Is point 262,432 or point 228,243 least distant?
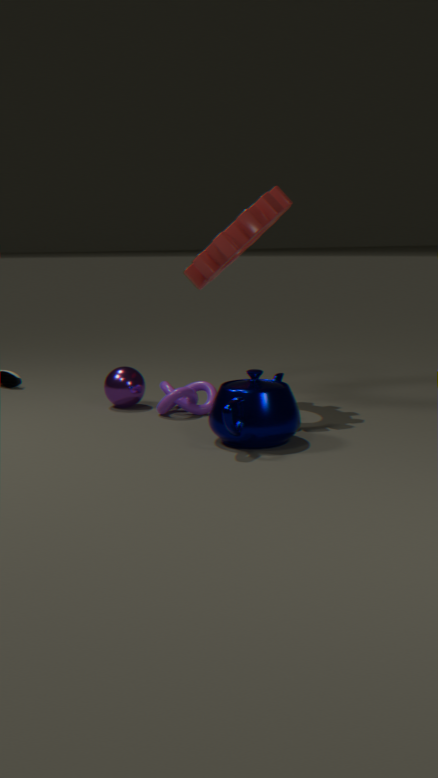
point 262,432
